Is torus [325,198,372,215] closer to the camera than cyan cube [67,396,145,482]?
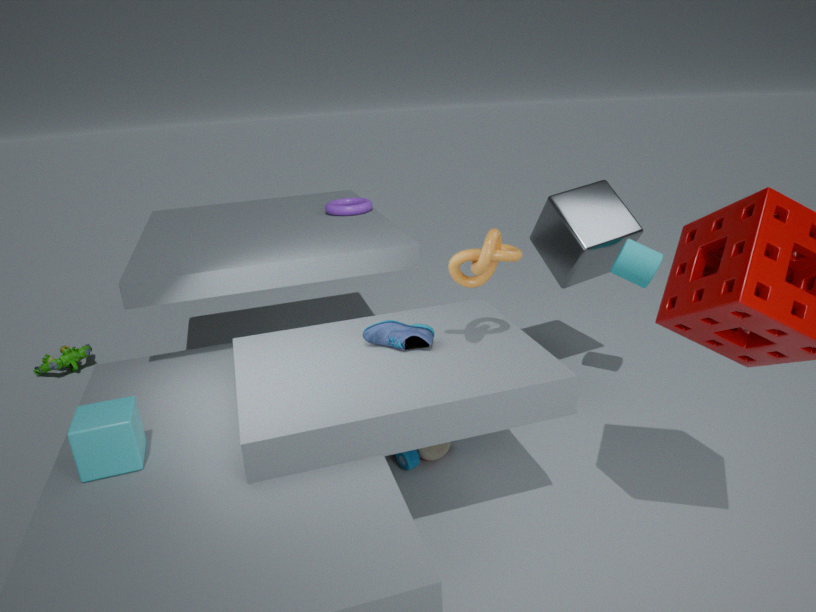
No
